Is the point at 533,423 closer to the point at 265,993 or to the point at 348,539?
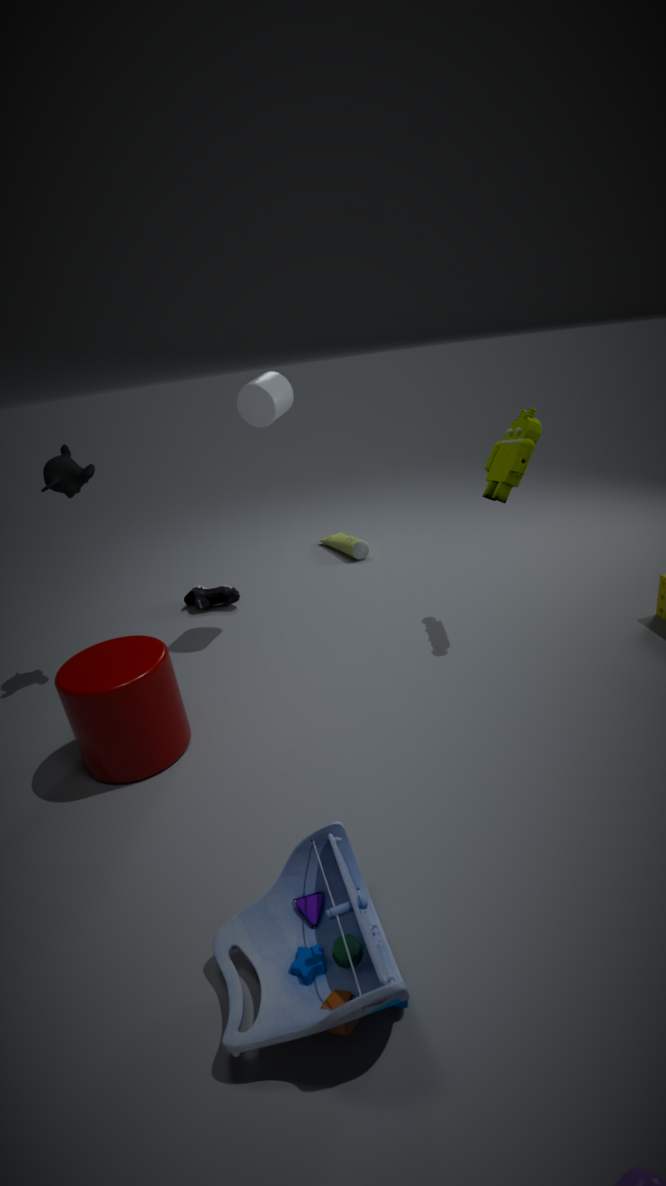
the point at 348,539
